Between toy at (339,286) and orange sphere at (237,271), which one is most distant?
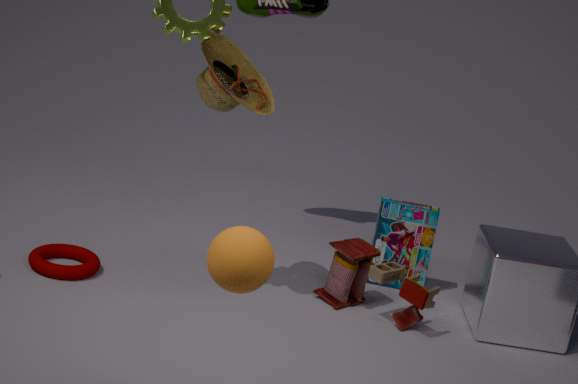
toy at (339,286)
